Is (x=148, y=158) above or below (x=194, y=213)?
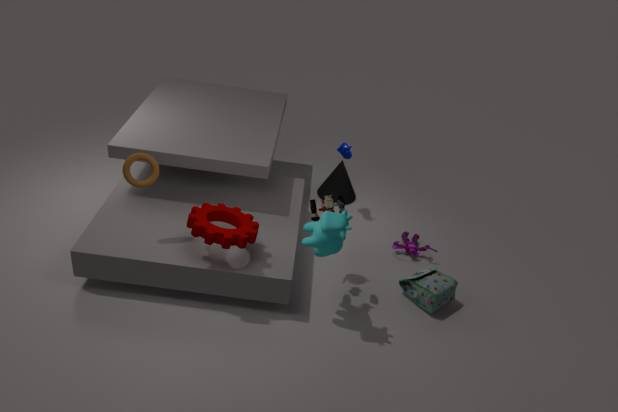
above
